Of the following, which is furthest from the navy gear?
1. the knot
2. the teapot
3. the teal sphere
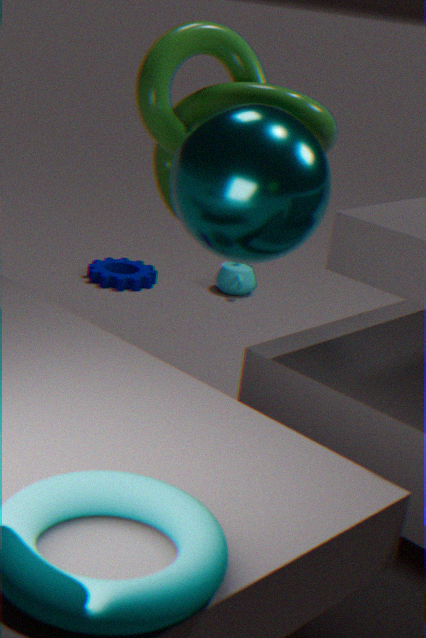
the teal sphere
